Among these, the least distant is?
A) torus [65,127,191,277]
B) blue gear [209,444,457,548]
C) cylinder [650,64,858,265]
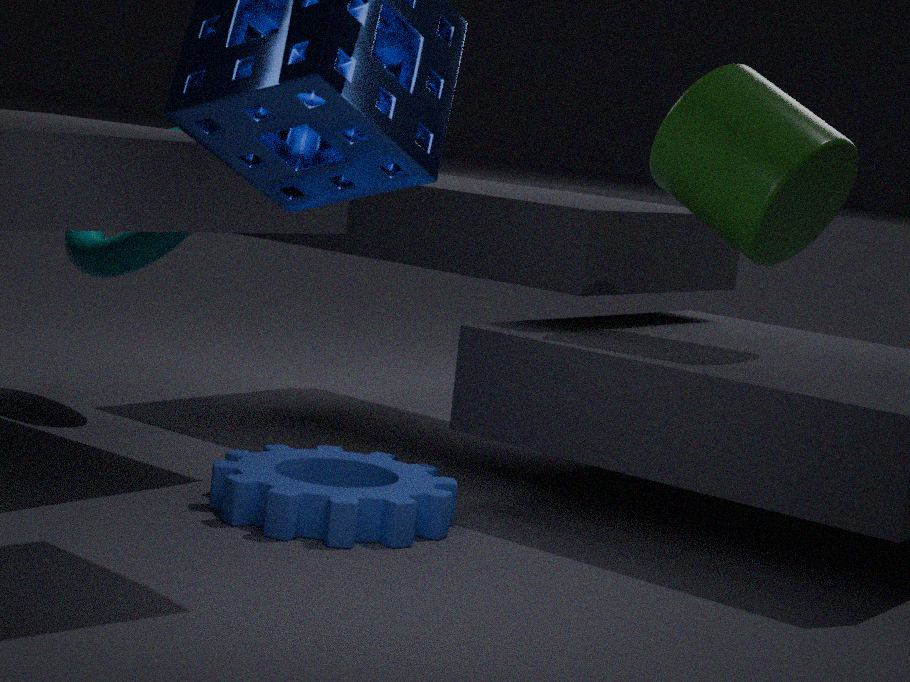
blue gear [209,444,457,548]
